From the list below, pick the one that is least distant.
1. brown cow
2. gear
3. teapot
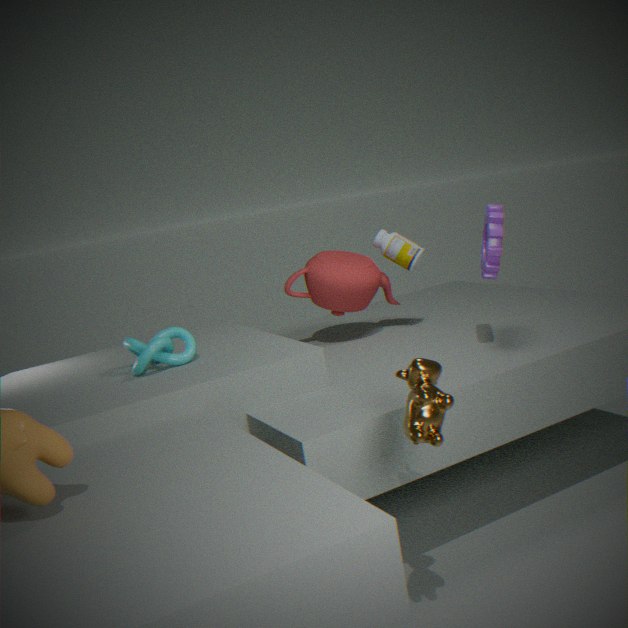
brown cow
